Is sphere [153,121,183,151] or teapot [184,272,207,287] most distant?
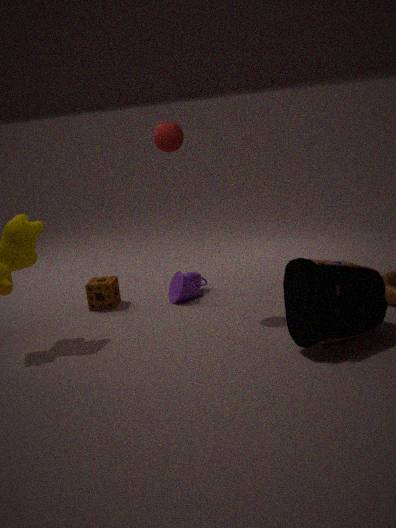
teapot [184,272,207,287]
